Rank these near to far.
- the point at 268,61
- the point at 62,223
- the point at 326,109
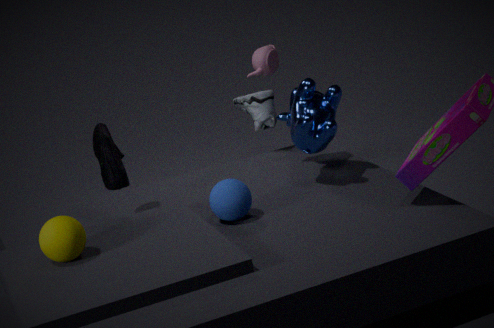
1. the point at 62,223
2. the point at 326,109
3. the point at 268,61
